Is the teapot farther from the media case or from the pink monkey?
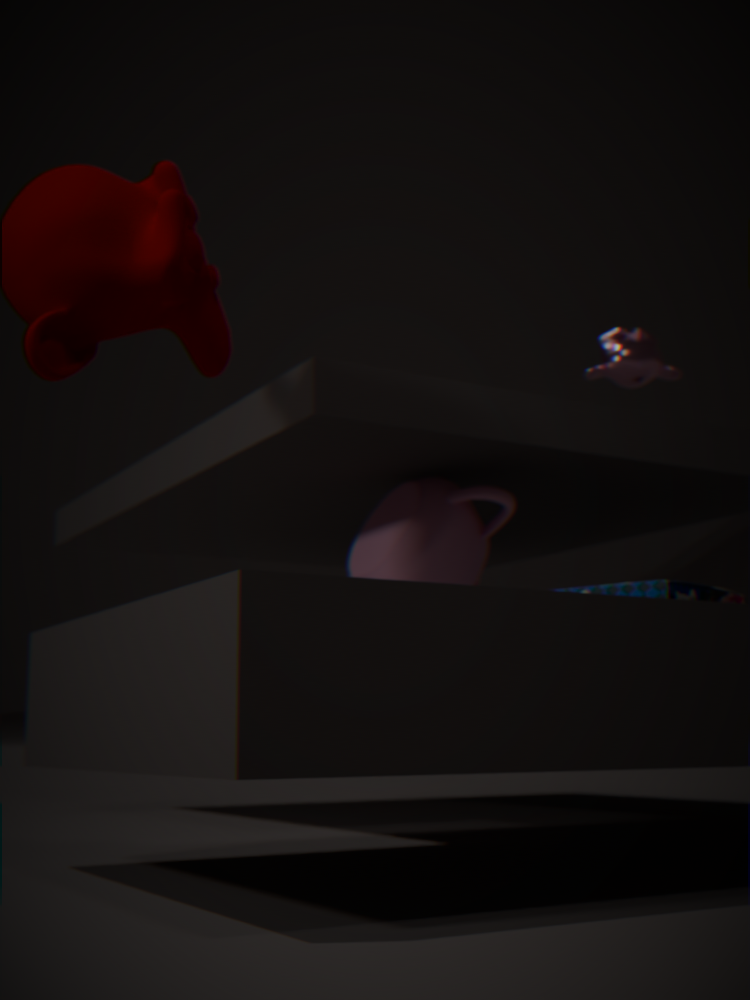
the pink monkey
